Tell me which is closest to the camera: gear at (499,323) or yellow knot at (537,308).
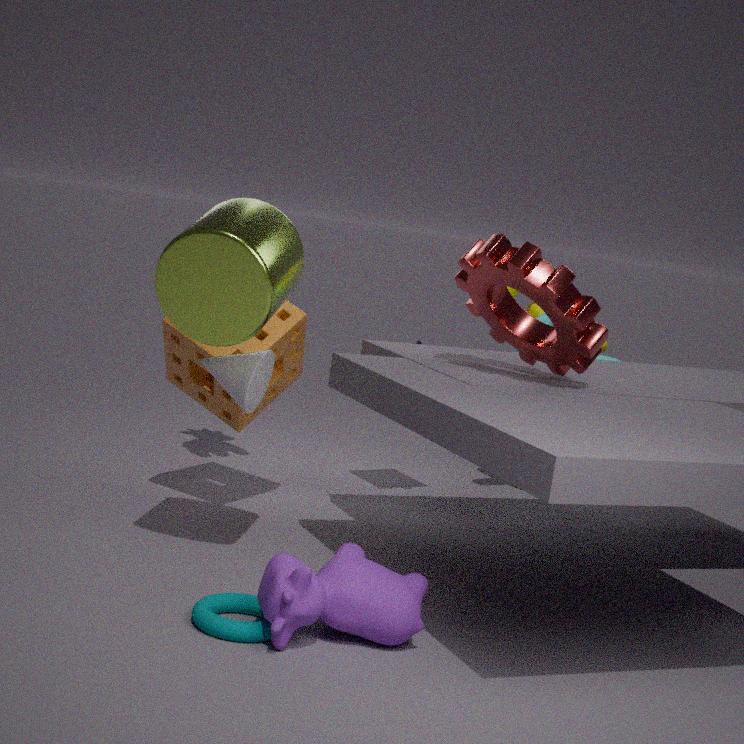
gear at (499,323)
